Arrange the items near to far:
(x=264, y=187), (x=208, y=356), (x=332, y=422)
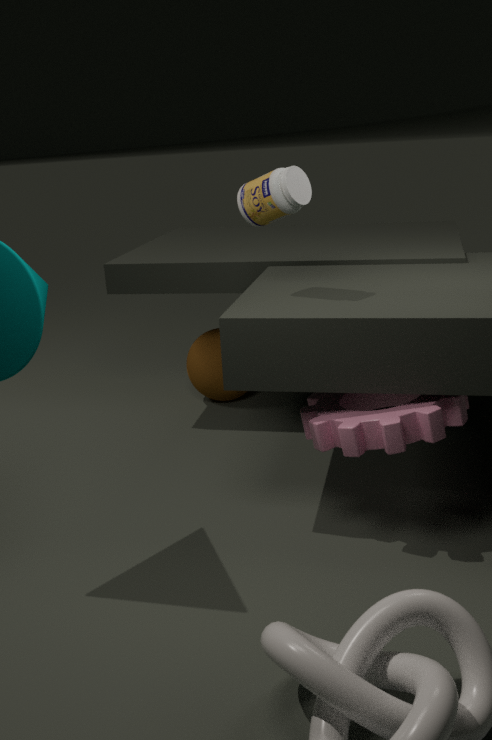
(x=332, y=422)
(x=264, y=187)
(x=208, y=356)
